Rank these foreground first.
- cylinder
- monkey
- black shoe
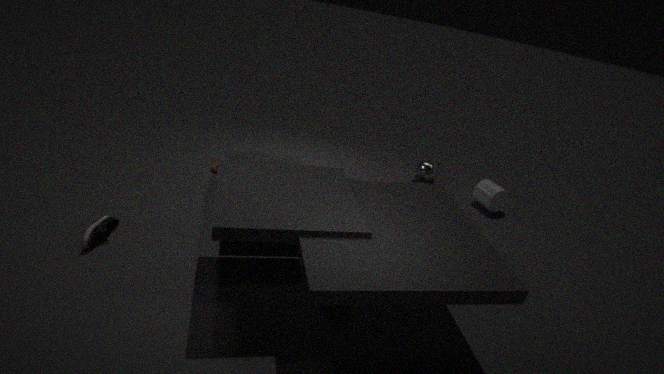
black shoe, cylinder, monkey
